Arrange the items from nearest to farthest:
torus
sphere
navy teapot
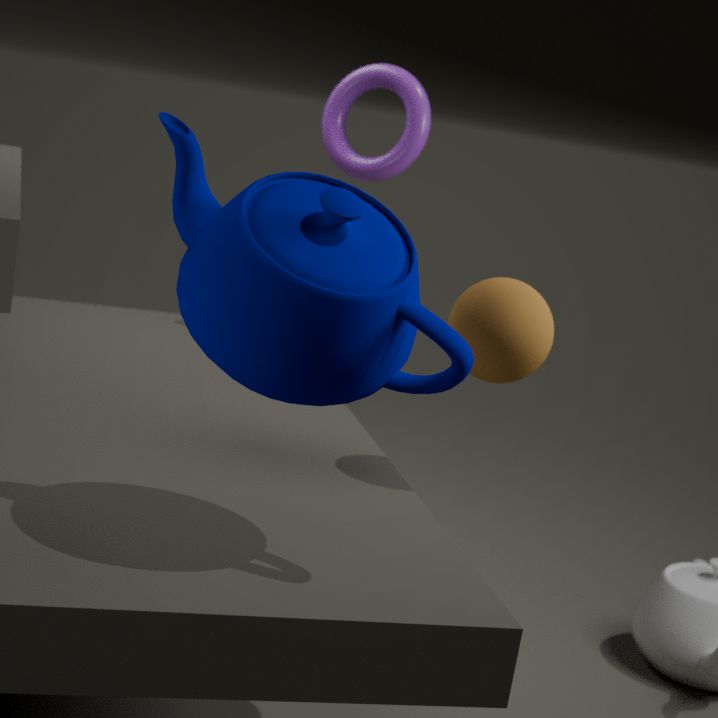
1. navy teapot
2. sphere
3. torus
